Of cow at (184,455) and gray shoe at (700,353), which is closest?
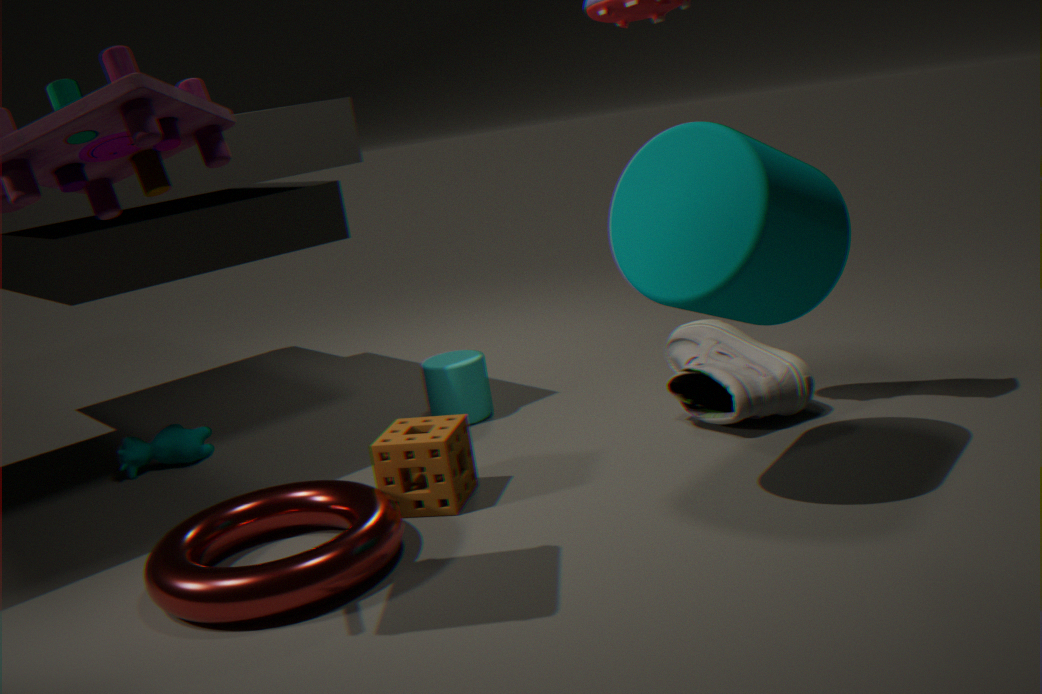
gray shoe at (700,353)
